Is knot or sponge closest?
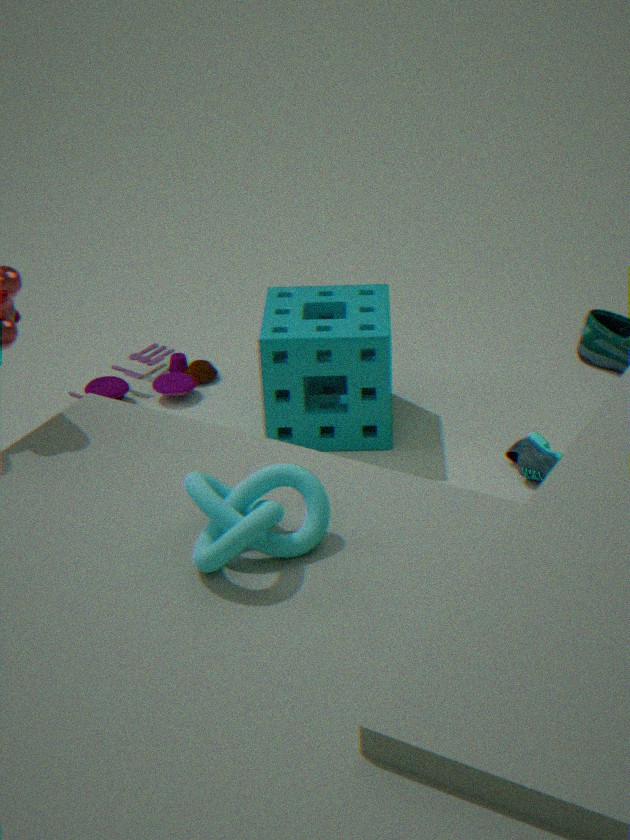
knot
